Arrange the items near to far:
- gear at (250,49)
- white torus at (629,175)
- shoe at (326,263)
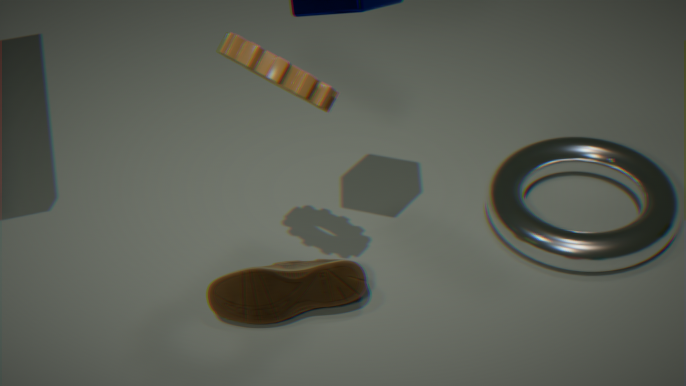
gear at (250,49)
shoe at (326,263)
white torus at (629,175)
